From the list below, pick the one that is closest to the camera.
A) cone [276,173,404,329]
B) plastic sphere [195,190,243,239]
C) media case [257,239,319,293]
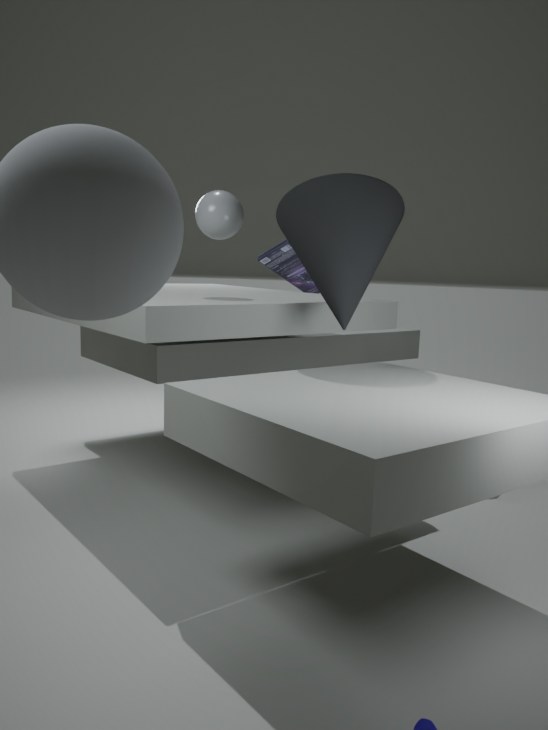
cone [276,173,404,329]
